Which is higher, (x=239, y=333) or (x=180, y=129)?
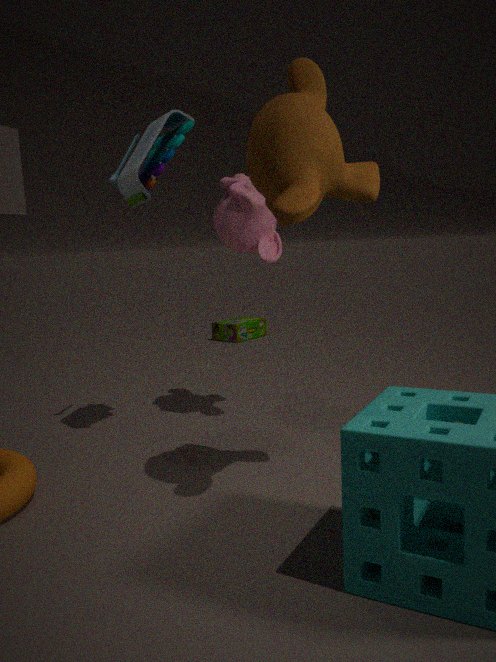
(x=180, y=129)
